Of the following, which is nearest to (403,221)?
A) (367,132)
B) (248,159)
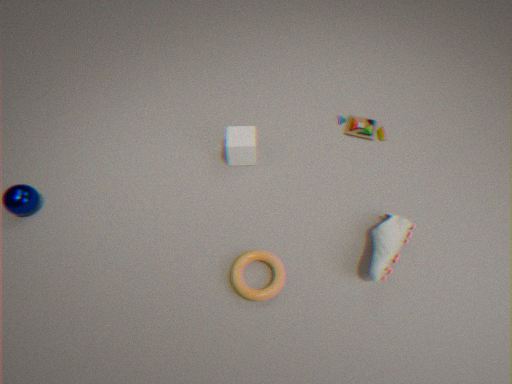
(367,132)
